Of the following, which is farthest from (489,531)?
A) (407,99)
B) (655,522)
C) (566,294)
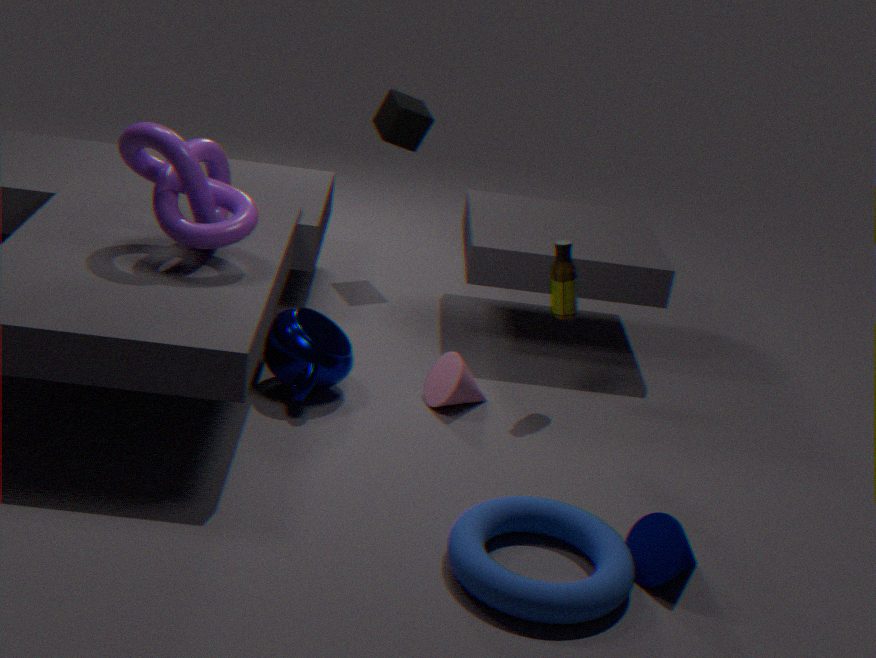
(407,99)
